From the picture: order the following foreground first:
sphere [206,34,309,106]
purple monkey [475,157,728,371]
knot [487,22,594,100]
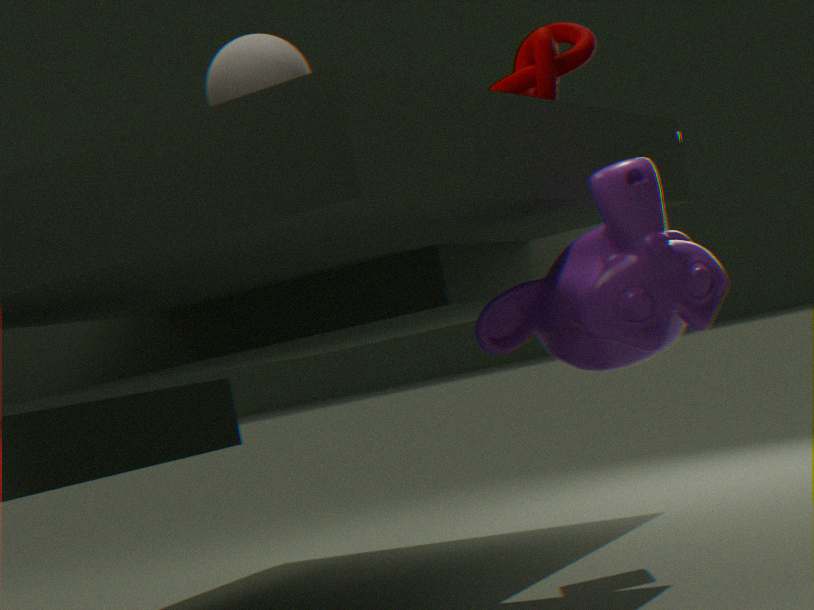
sphere [206,34,309,106] < purple monkey [475,157,728,371] < knot [487,22,594,100]
